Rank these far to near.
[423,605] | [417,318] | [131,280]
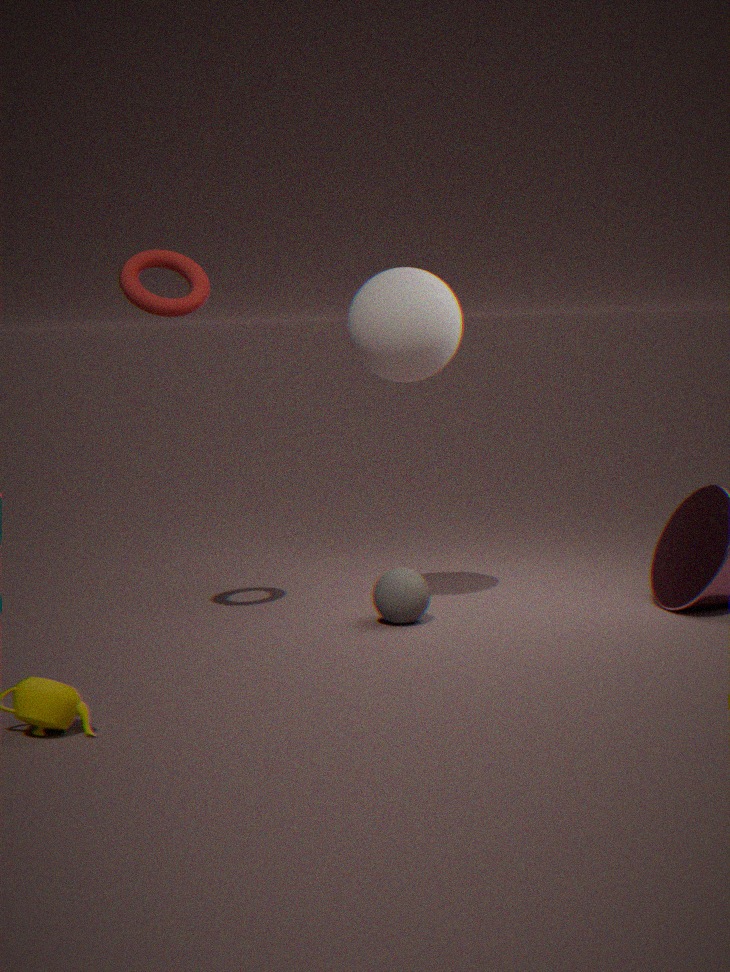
[423,605], [417,318], [131,280]
